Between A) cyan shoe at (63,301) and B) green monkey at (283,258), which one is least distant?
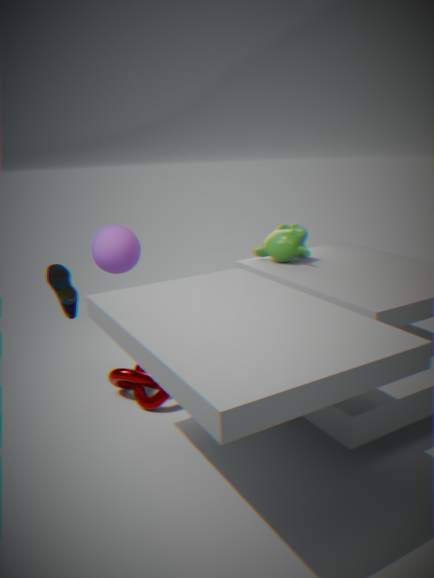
A. cyan shoe at (63,301)
